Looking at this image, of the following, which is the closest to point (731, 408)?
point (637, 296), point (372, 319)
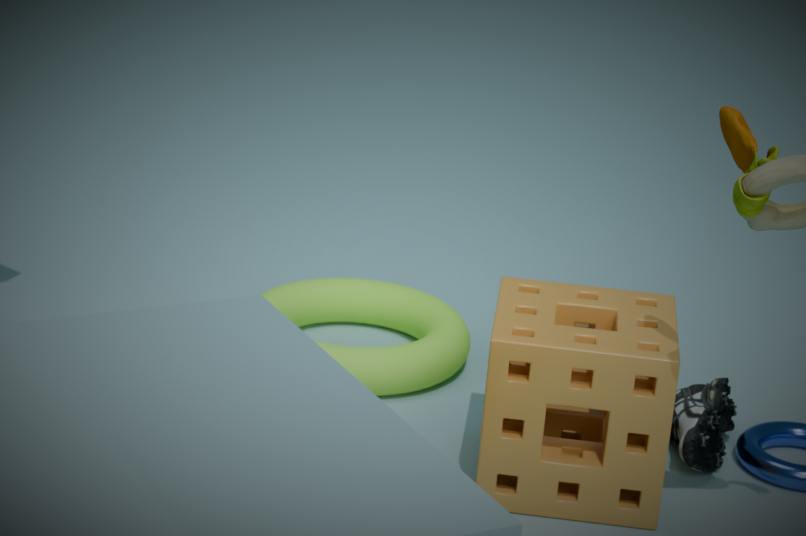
point (637, 296)
